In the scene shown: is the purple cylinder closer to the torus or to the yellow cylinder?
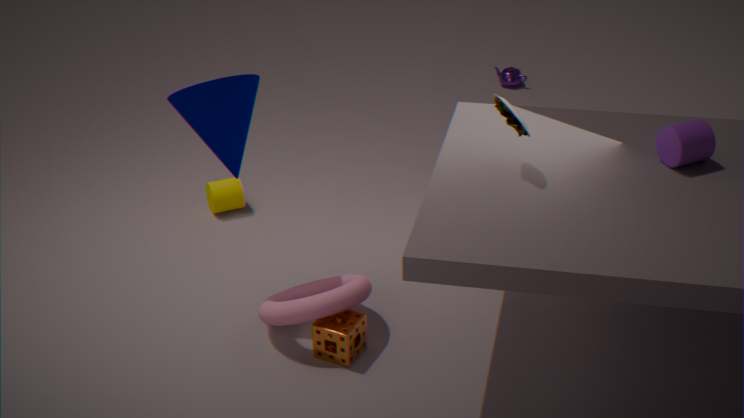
the torus
